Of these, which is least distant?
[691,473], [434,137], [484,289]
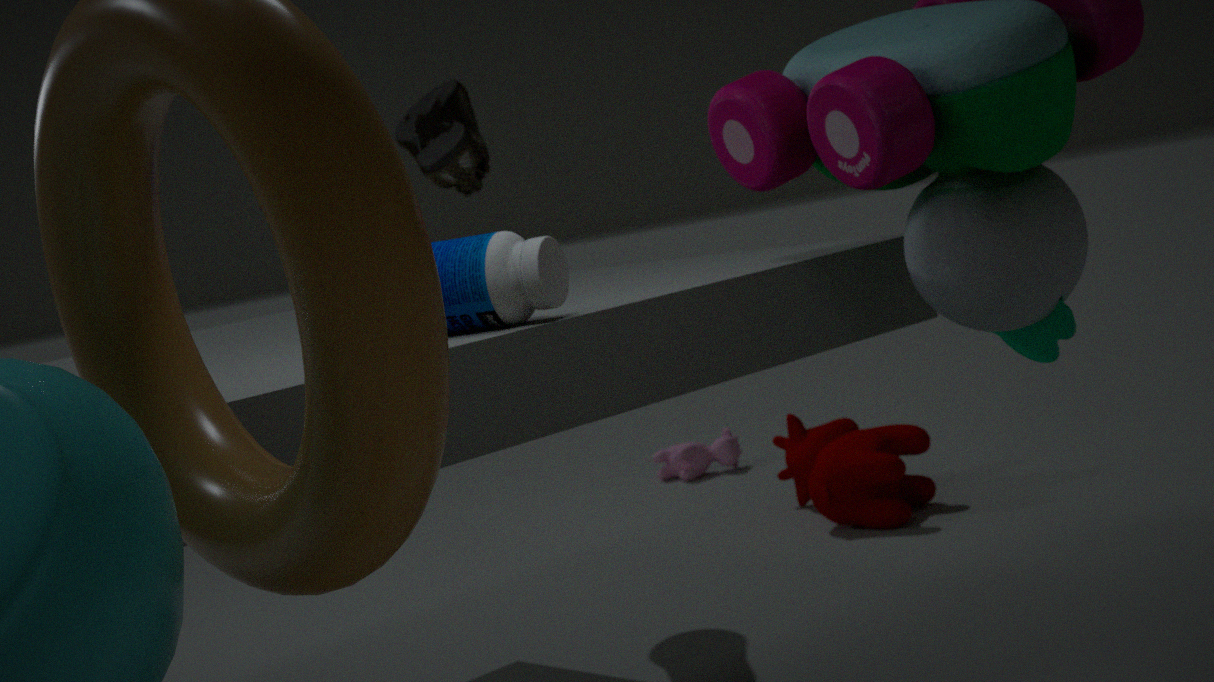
[484,289]
